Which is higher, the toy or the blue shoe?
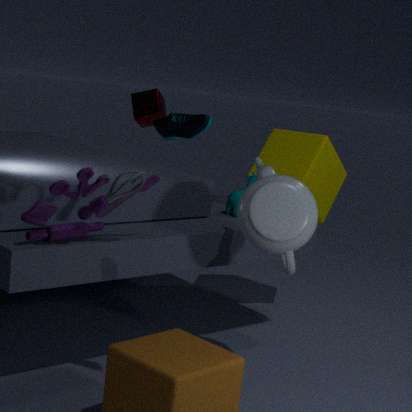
the blue shoe
